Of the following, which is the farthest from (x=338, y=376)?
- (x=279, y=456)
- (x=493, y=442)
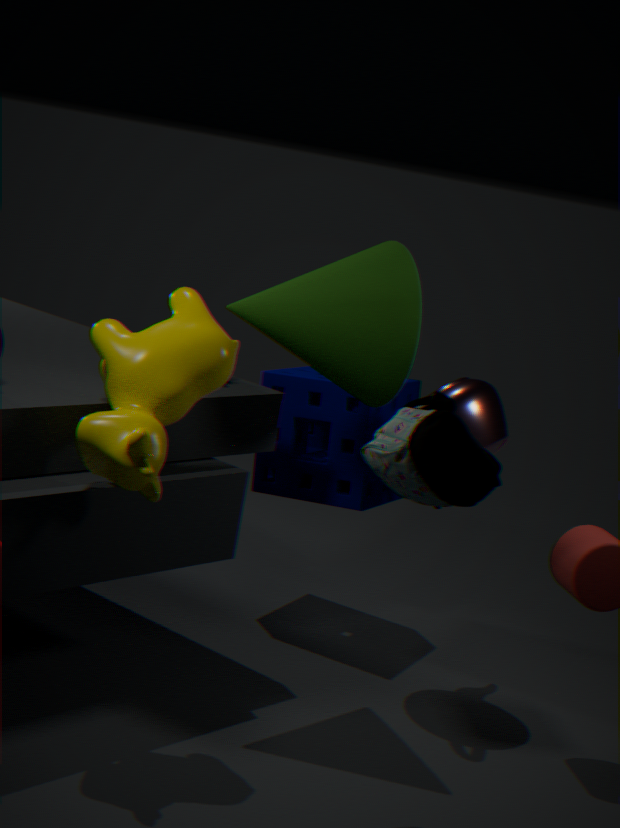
(x=279, y=456)
